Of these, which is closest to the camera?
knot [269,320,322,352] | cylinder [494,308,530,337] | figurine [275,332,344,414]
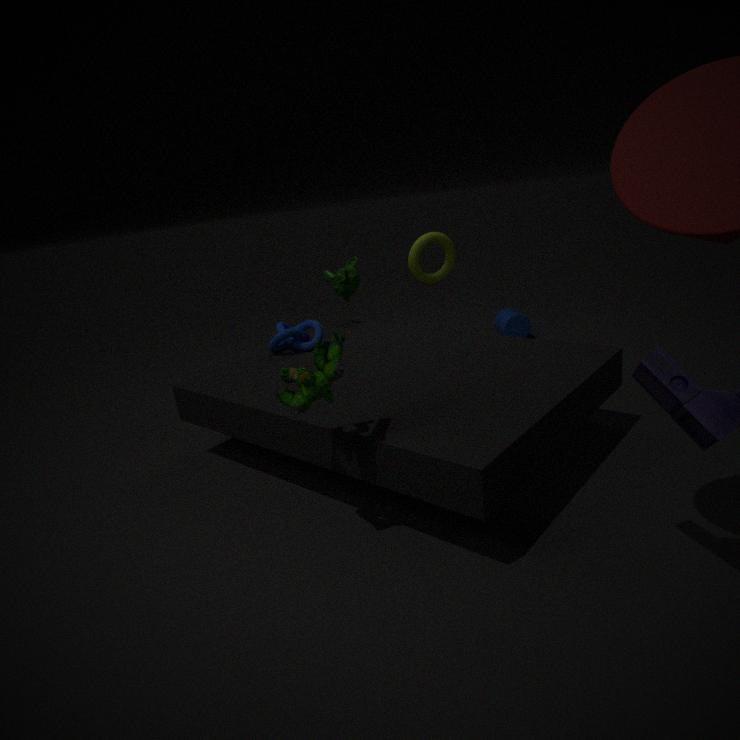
figurine [275,332,344,414]
